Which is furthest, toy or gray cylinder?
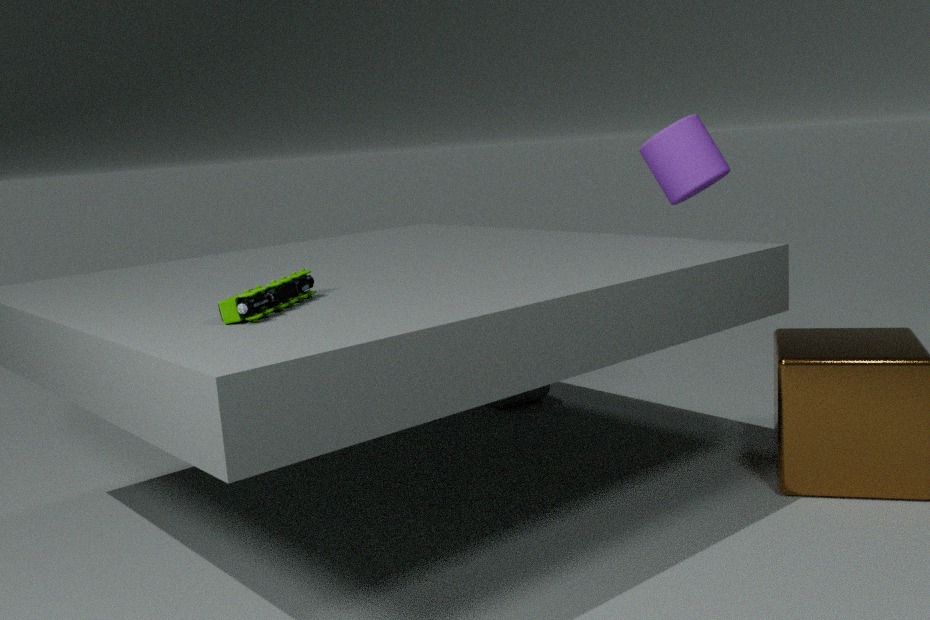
gray cylinder
